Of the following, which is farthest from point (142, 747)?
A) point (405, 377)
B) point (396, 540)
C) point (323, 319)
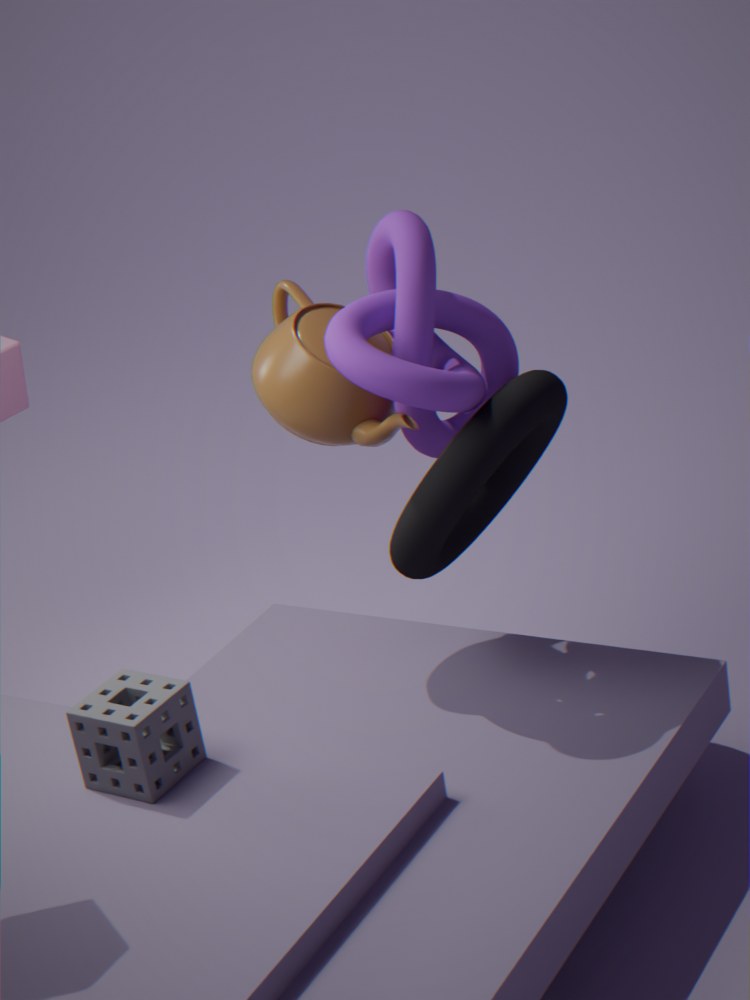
point (405, 377)
